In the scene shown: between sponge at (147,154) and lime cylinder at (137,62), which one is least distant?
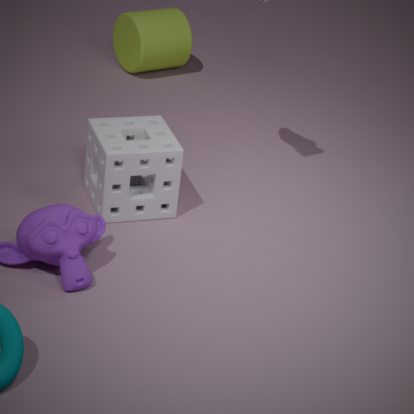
sponge at (147,154)
